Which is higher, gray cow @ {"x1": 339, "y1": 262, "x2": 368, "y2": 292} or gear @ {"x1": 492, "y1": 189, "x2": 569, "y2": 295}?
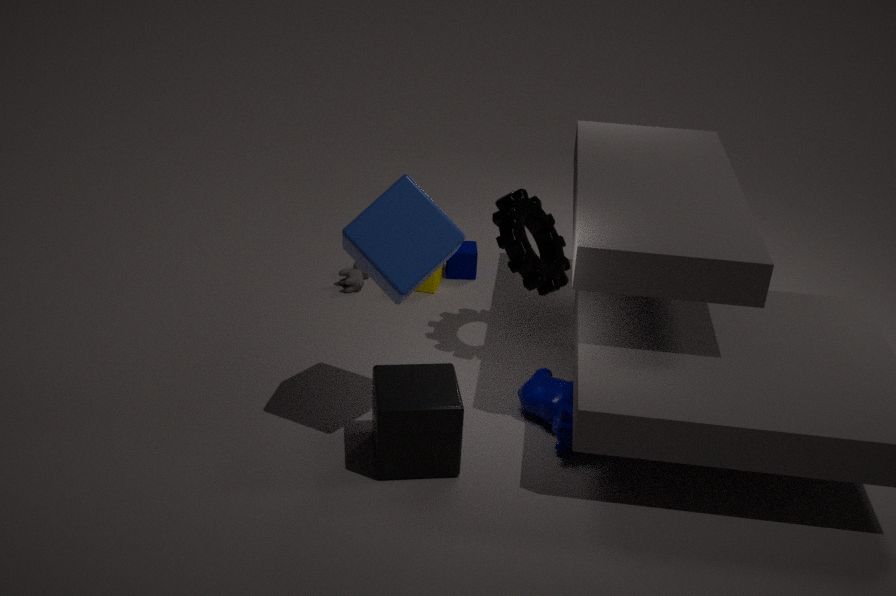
gear @ {"x1": 492, "y1": 189, "x2": 569, "y2": 295}
